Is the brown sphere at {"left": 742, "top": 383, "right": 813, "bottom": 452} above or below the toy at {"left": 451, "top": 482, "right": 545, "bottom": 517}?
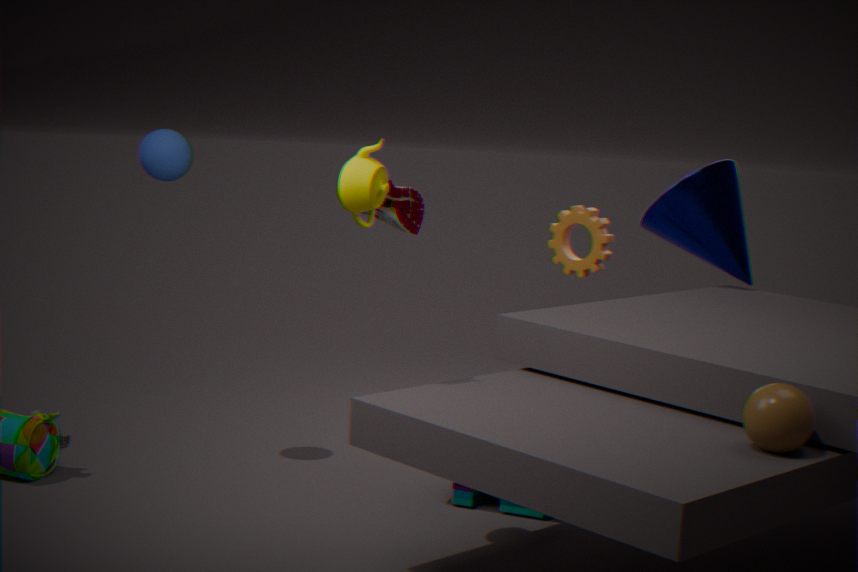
above
